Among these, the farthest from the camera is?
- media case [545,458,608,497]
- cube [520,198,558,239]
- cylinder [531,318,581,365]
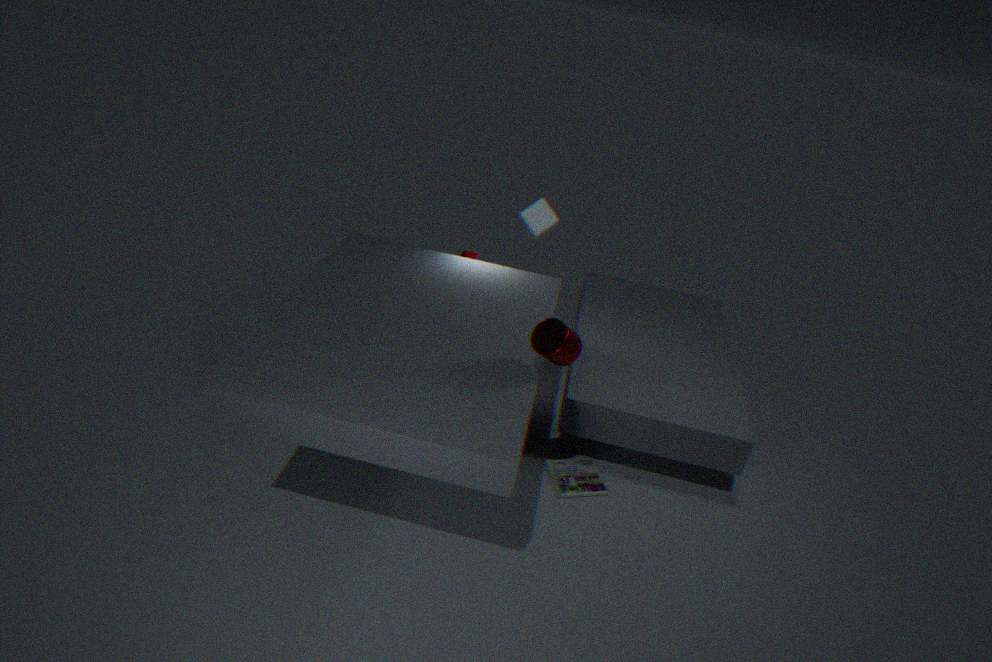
cube [520,198,558,239]
